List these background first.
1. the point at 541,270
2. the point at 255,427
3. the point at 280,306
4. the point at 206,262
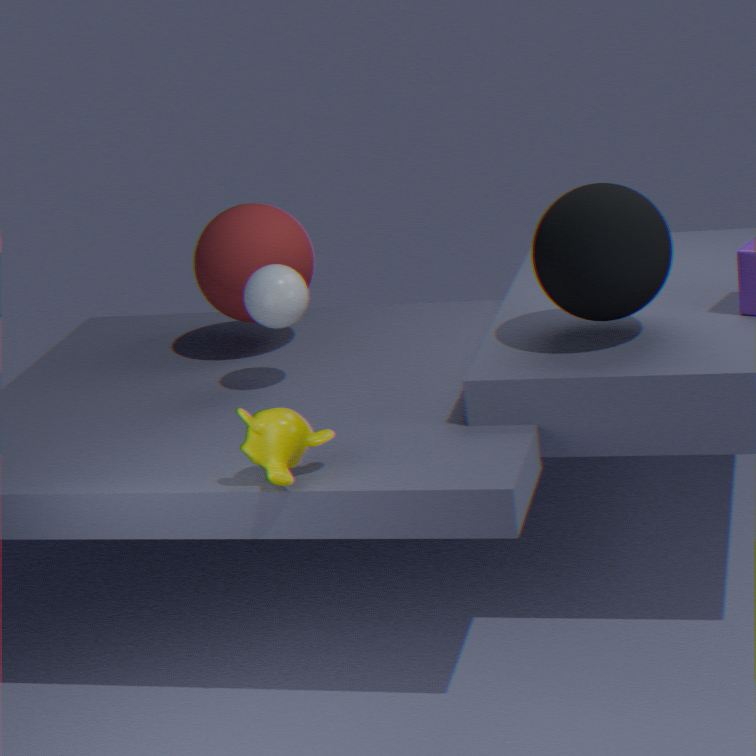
the point at 206,262 → the point at 280,306 → the point at 541,270 → the point at 255,427
